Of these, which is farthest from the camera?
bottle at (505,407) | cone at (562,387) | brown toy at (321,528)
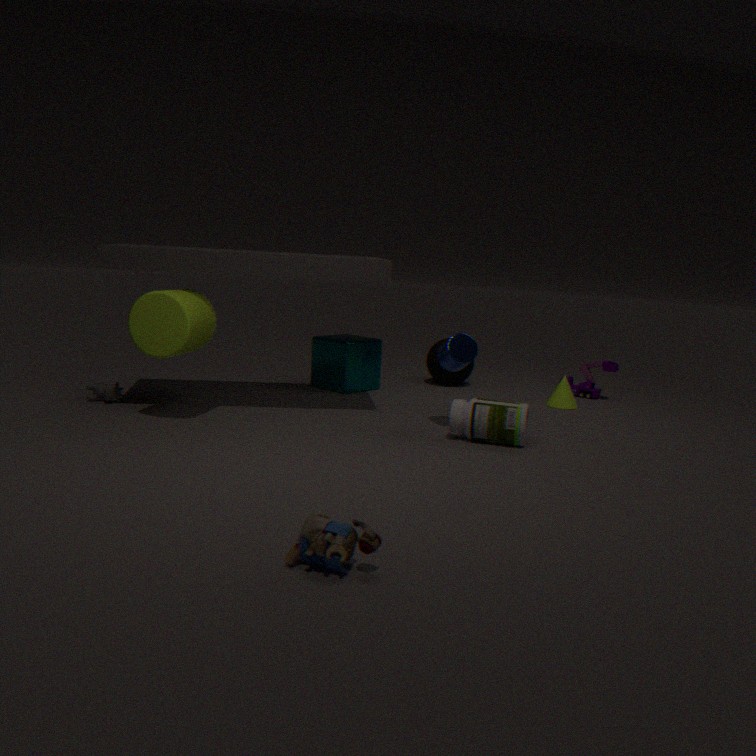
cone at (562,387)
